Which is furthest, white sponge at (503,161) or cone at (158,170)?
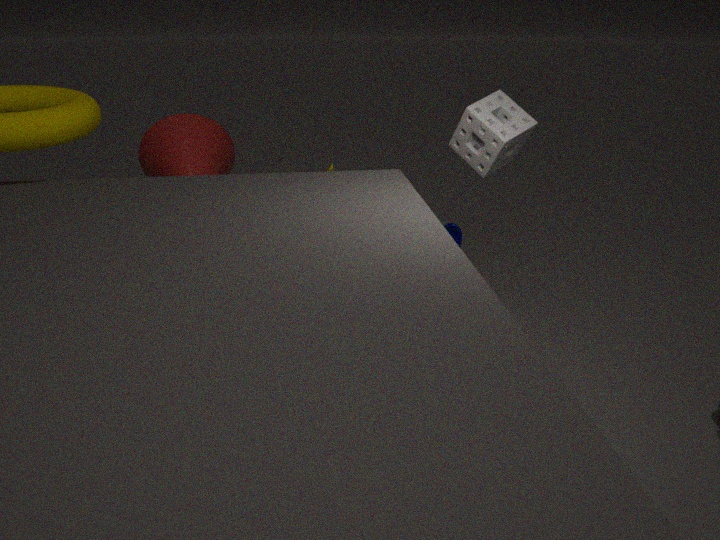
cone at (158,170)
